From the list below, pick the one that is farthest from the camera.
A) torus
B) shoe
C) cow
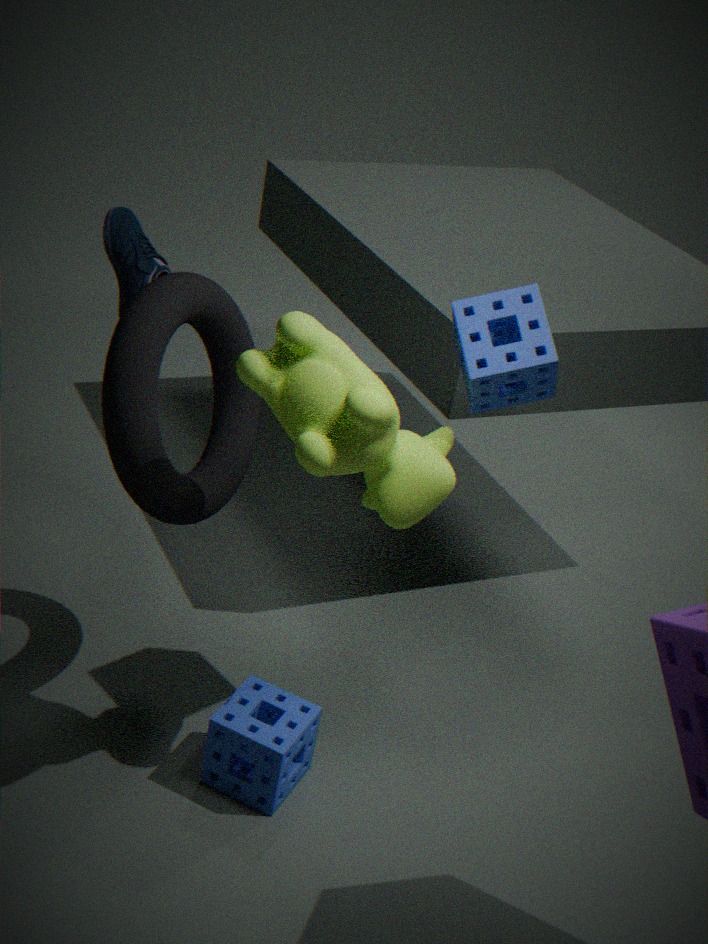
shoe
